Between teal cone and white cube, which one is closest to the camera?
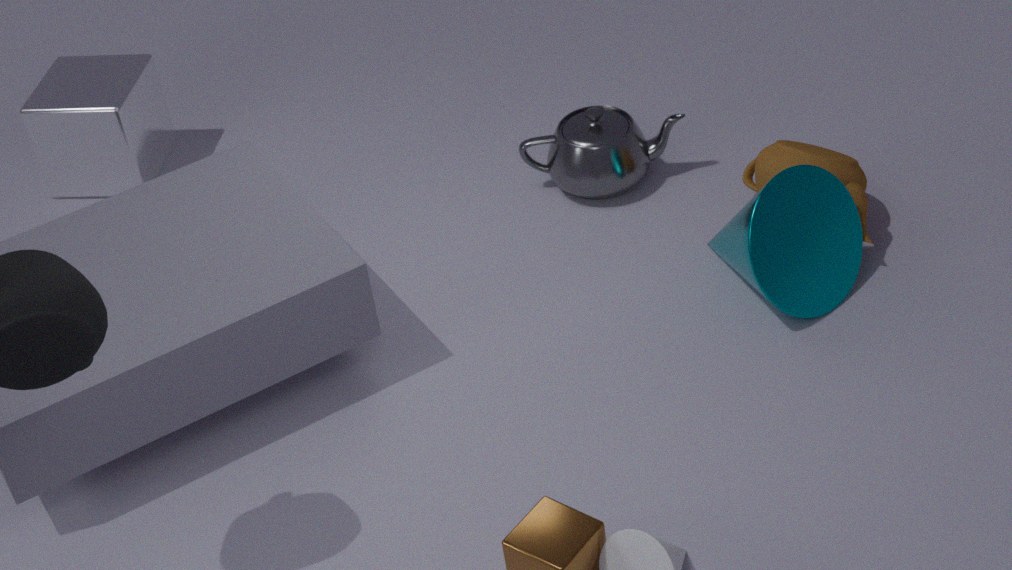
teal cone
